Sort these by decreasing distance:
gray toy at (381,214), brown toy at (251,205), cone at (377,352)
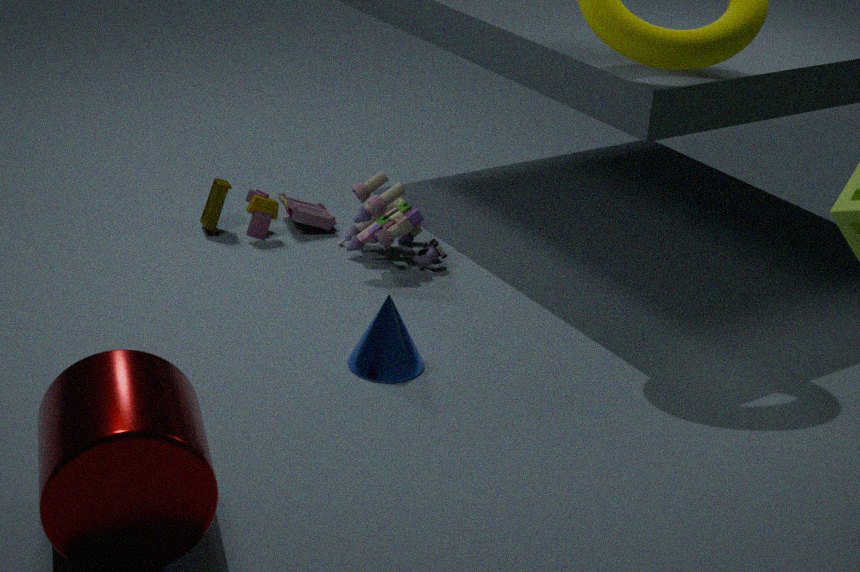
brown toy at (251,205) → gray toy at (381,214) → cone at (377,352)
